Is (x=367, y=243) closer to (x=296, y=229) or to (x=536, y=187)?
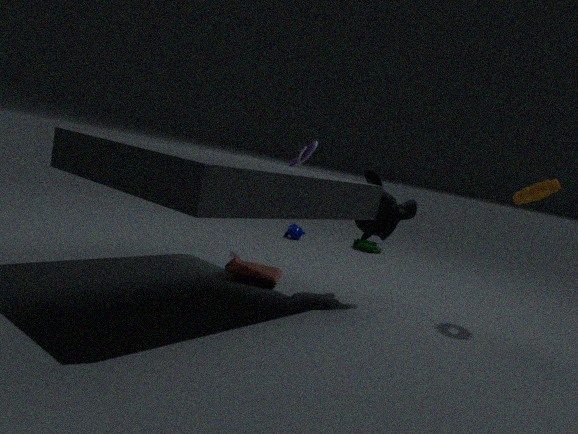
(x=296, y=229)
